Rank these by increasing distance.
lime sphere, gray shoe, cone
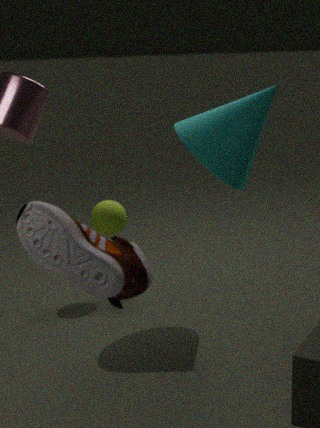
gray shoe → cone → lime sphere
